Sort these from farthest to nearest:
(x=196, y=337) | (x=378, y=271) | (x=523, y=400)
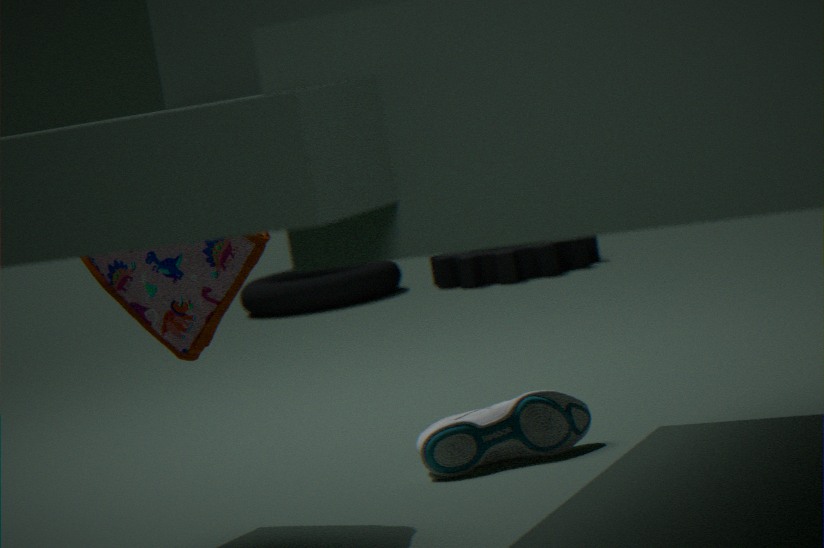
(x=378, y=271), (x=523, y=400), (x=196, y=337)
